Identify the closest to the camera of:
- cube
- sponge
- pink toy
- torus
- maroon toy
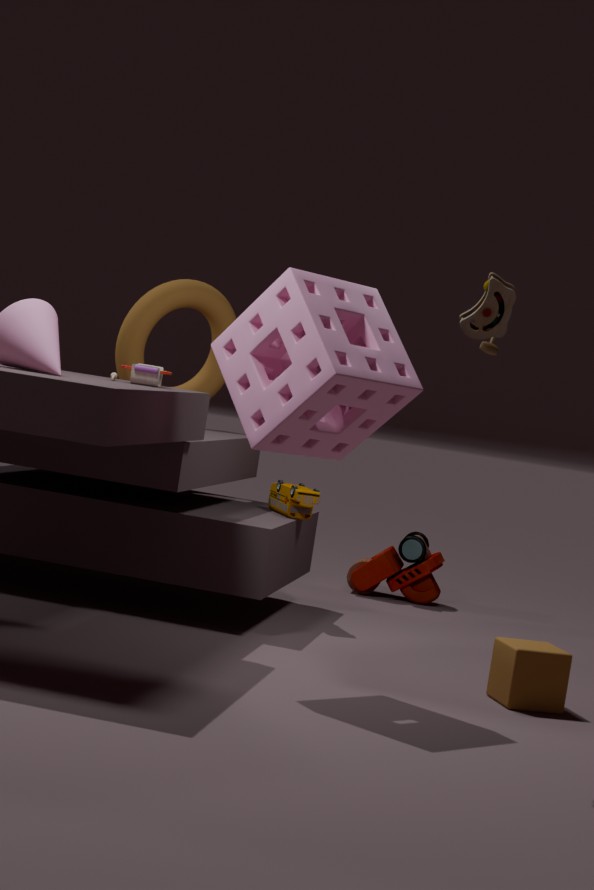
sponge
